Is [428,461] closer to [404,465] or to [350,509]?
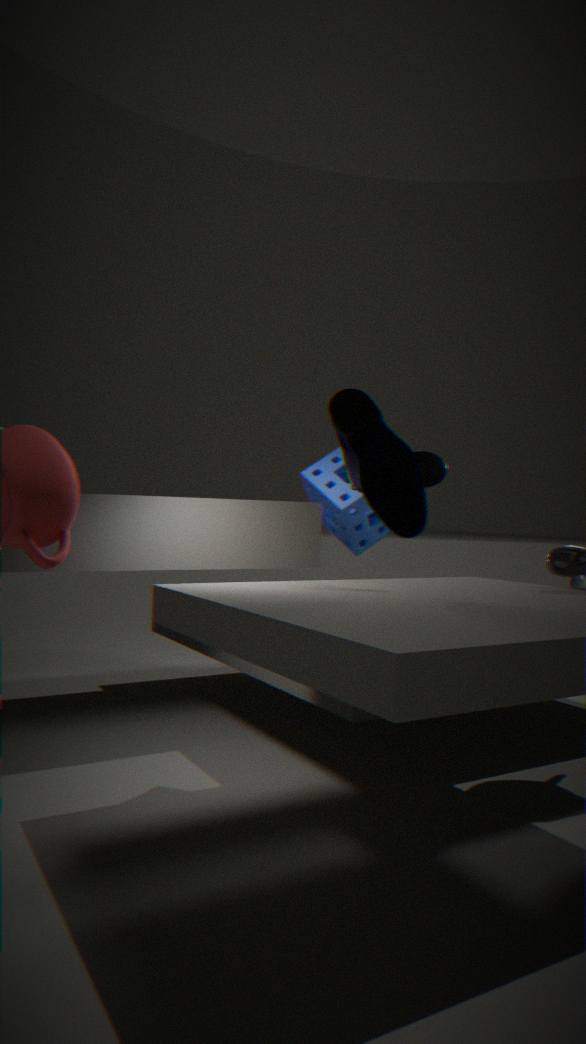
[350,509]
